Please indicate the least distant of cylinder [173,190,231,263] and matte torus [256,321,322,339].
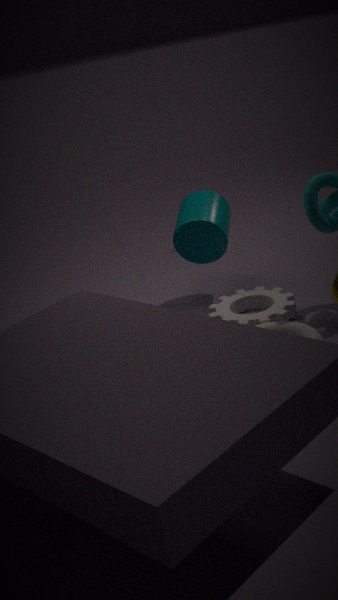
matte torus [256,321,322,339]
